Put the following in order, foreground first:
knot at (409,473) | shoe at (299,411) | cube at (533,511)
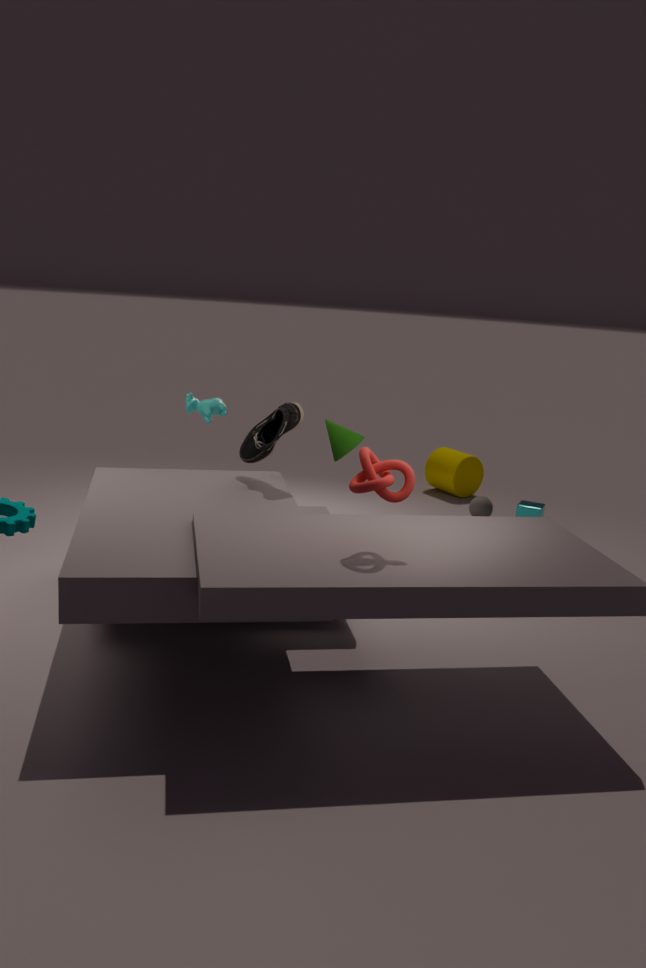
knot at (409,473)
shoe at (299,411)
cube at (533,511)
